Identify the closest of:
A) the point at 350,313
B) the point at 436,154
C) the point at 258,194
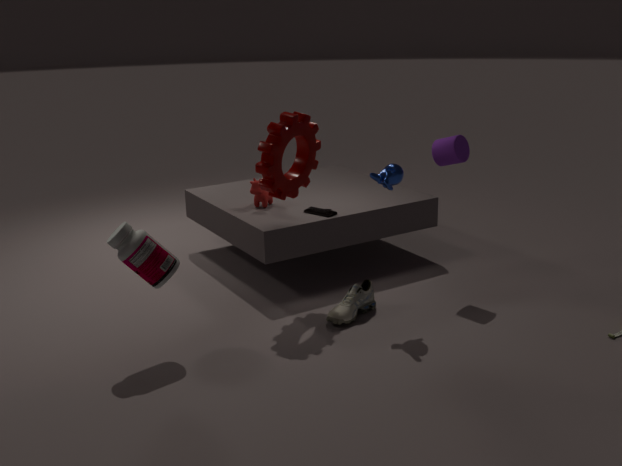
the point at 350,313
